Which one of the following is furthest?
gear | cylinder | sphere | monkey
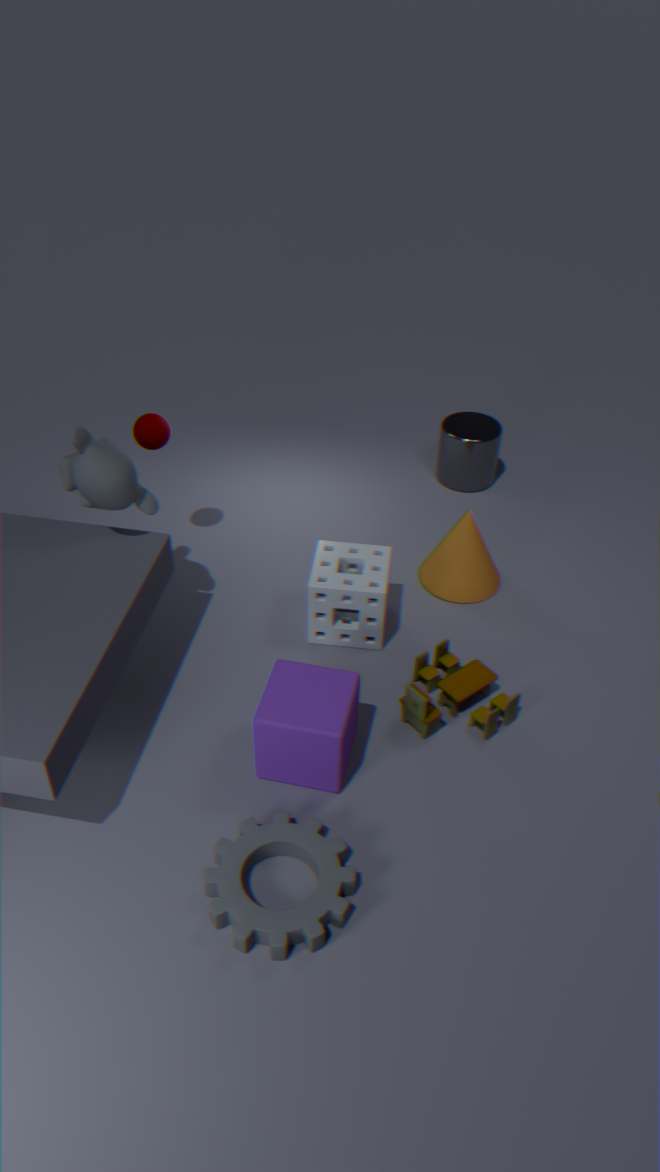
cylinder
